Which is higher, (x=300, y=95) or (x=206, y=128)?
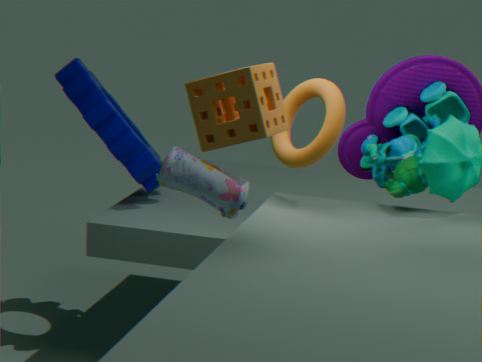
(x=206, y=128)
